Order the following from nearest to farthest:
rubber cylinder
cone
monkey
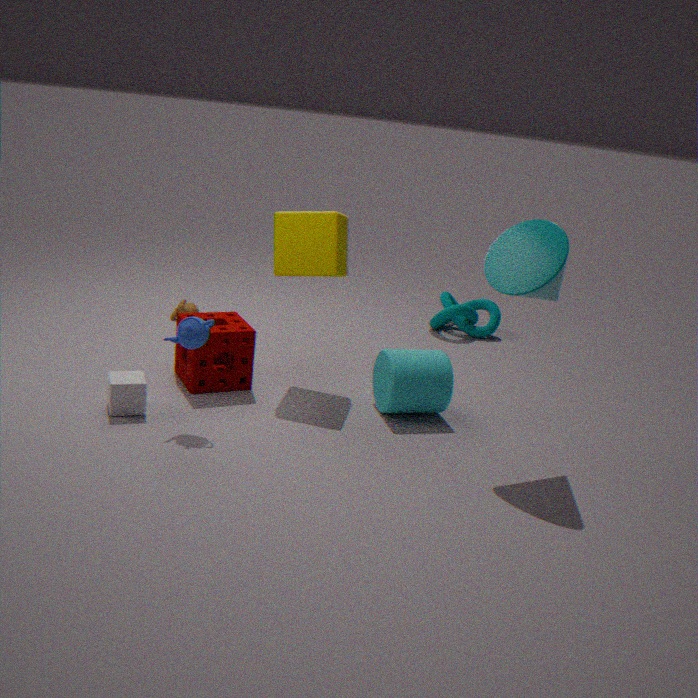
1. cone
2. rubber cylinder
3. monkey
